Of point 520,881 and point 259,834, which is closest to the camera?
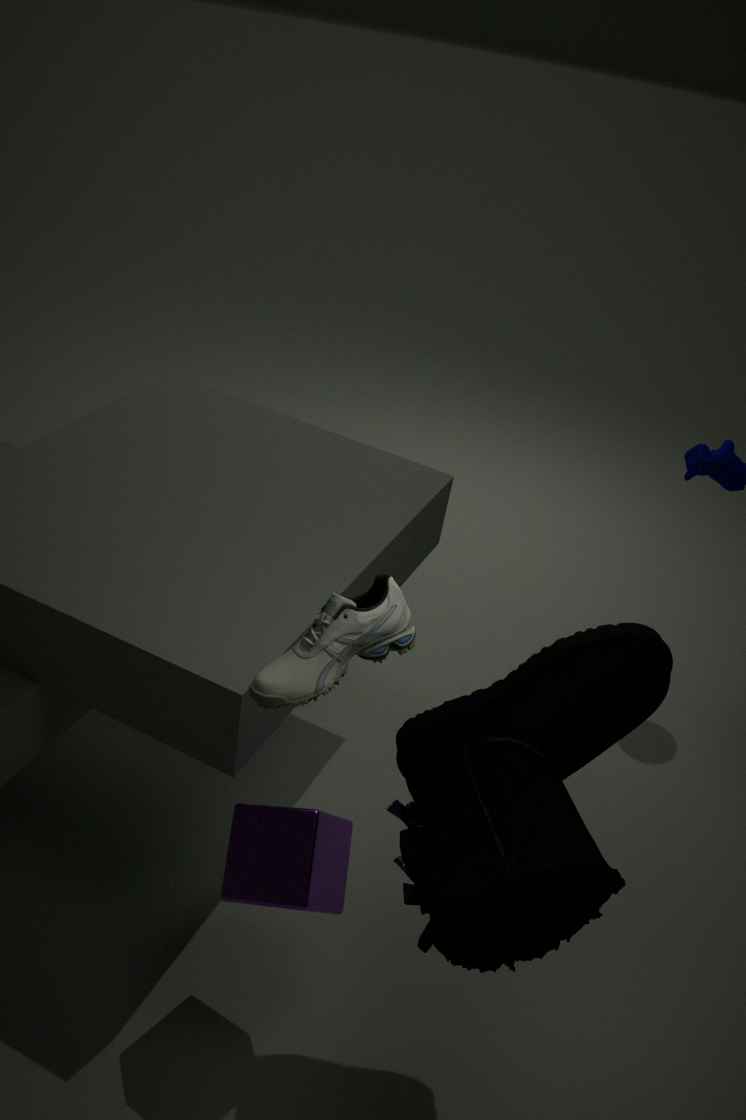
point 520,881
